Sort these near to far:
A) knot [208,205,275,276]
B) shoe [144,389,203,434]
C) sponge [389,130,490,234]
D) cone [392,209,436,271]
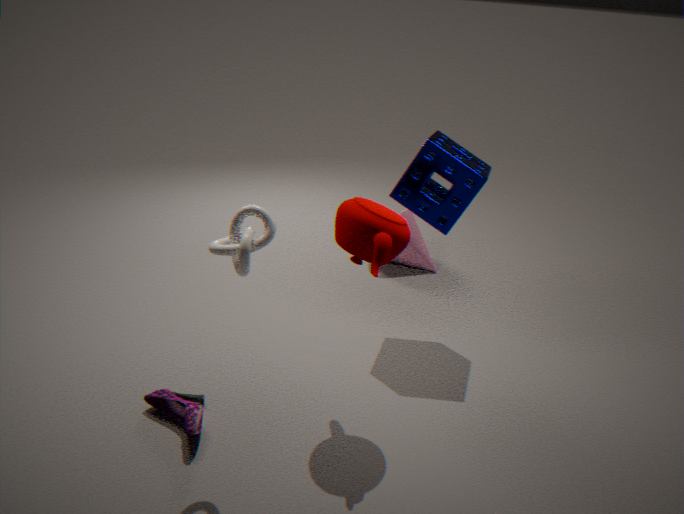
knot [208,205,275,276], shoe [144,389,203,434], sponge [389,130,490,234], cone [392,209,436,271]
